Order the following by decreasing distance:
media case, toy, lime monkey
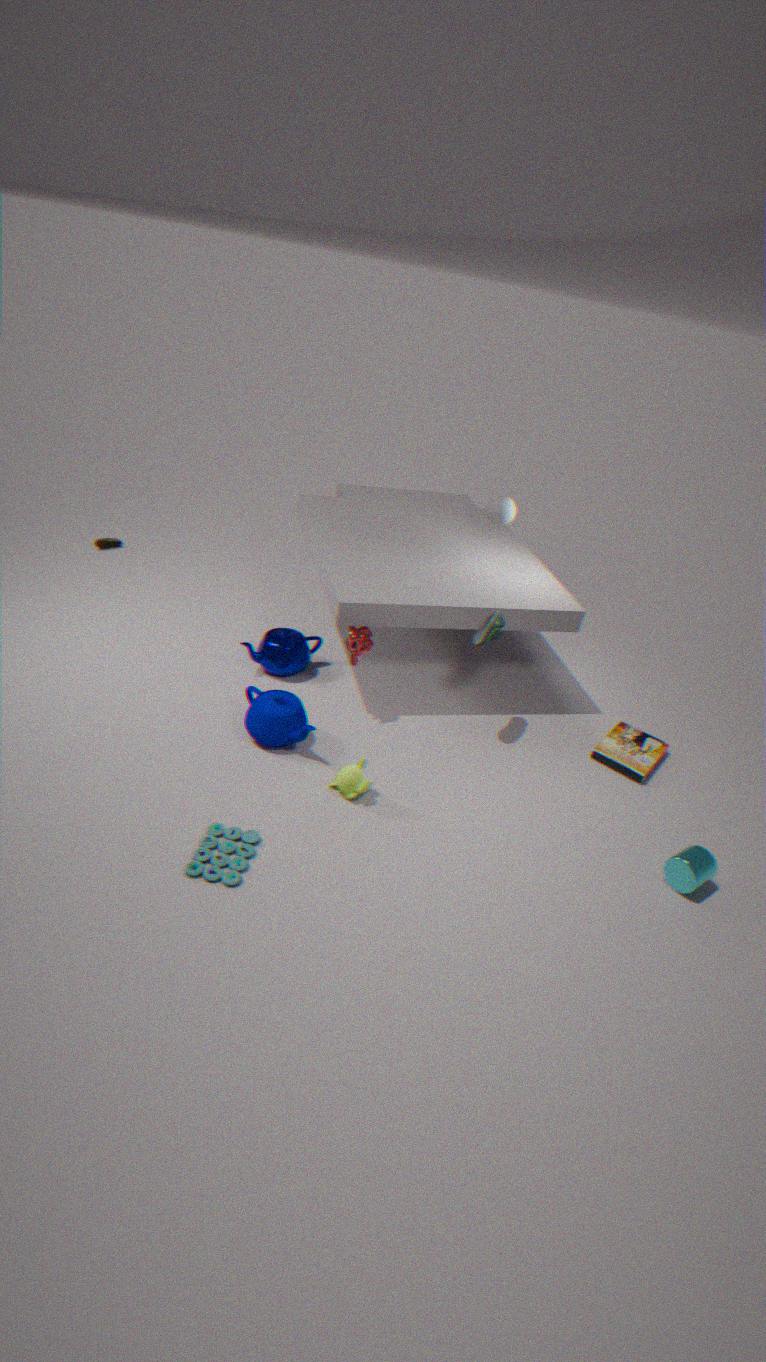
media case, lime monkey, toy
